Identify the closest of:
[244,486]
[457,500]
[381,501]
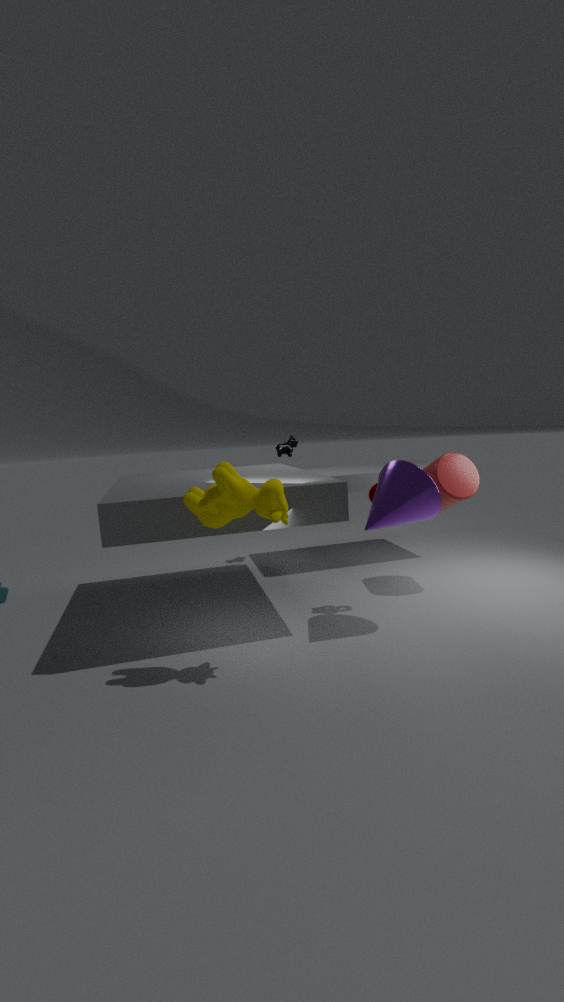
[244,486]
